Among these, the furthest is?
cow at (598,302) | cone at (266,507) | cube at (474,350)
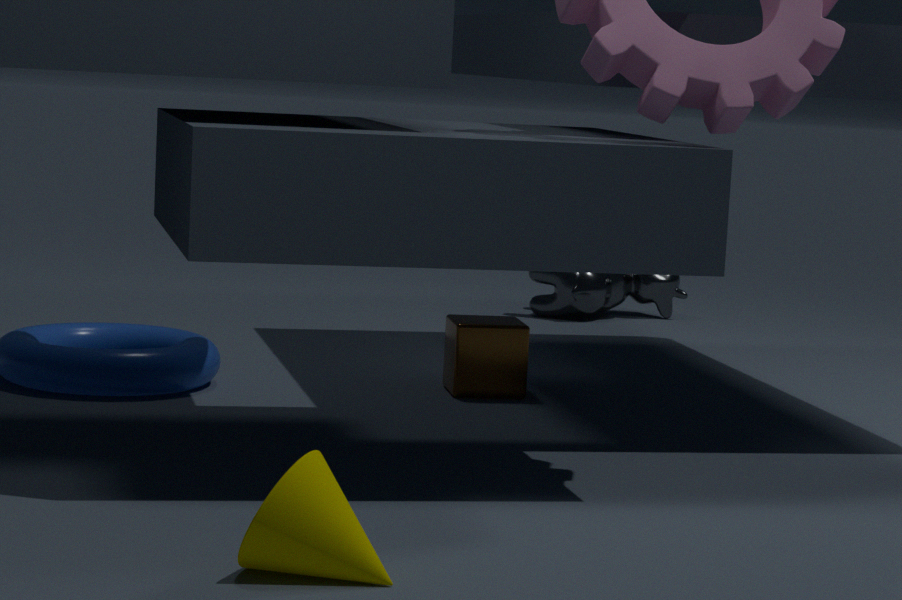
cow at (598,302)
